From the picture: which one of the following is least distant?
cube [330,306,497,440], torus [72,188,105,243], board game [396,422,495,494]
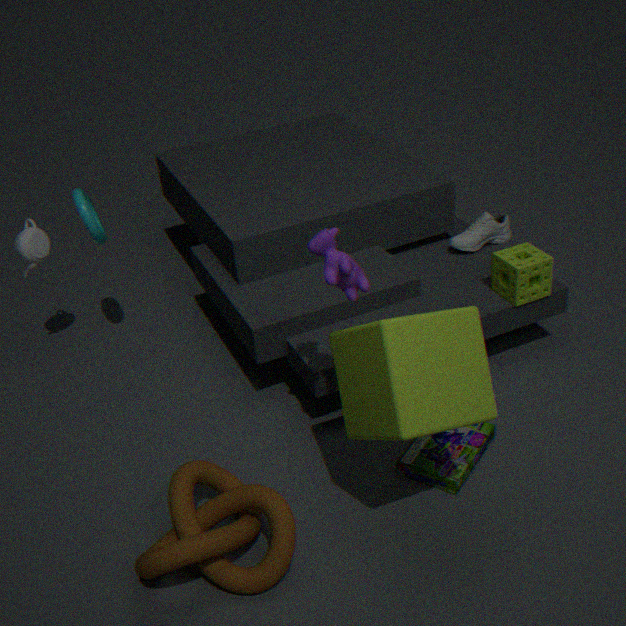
cube [330,306,497,440]
